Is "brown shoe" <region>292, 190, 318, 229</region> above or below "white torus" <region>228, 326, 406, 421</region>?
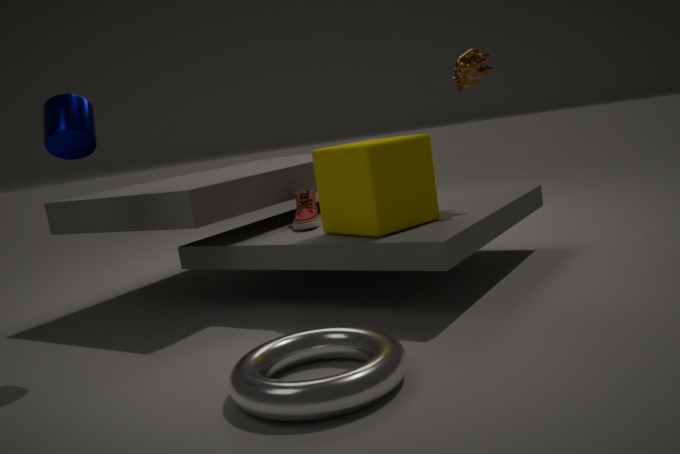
above
